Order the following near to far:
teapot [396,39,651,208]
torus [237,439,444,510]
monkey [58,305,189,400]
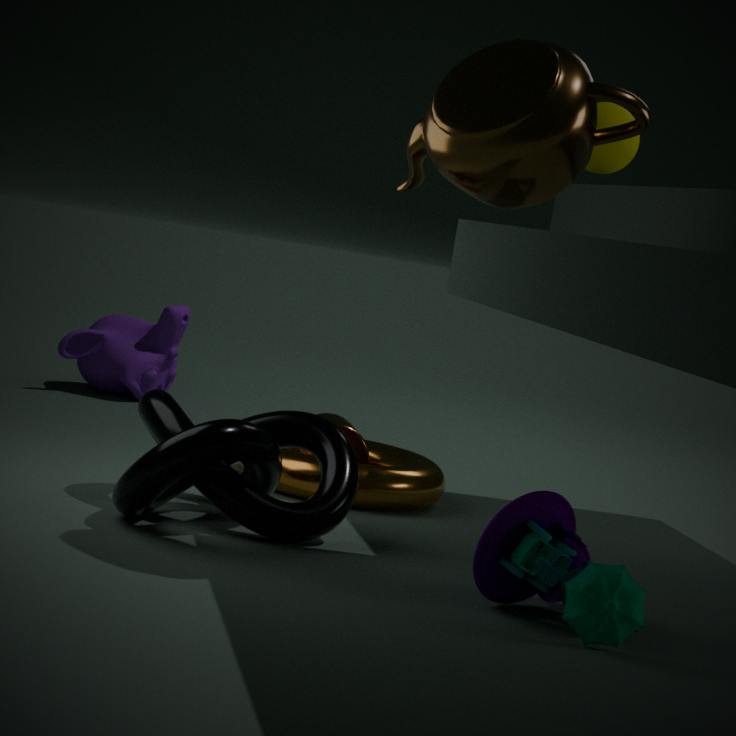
teapot [396,39,651,208] < torus [237,439,444,510] < monkey [58,305,189,400]
